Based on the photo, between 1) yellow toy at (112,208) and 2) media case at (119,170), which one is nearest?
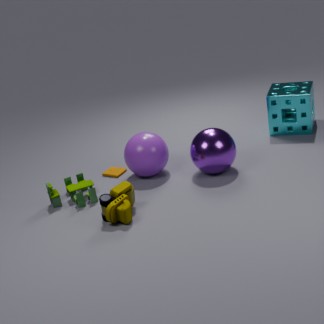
1. yellow toy at (112,208)
